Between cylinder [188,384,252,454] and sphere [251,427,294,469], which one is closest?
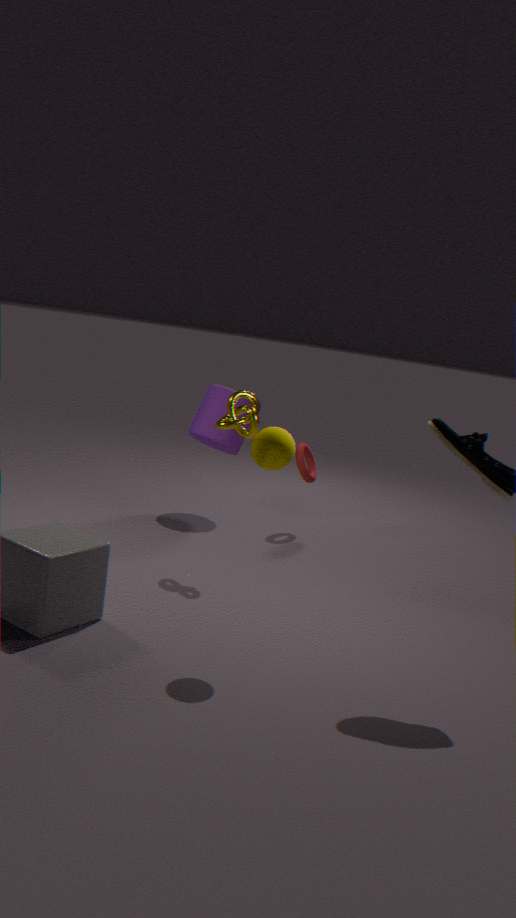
sphere [251,427,294,469]
